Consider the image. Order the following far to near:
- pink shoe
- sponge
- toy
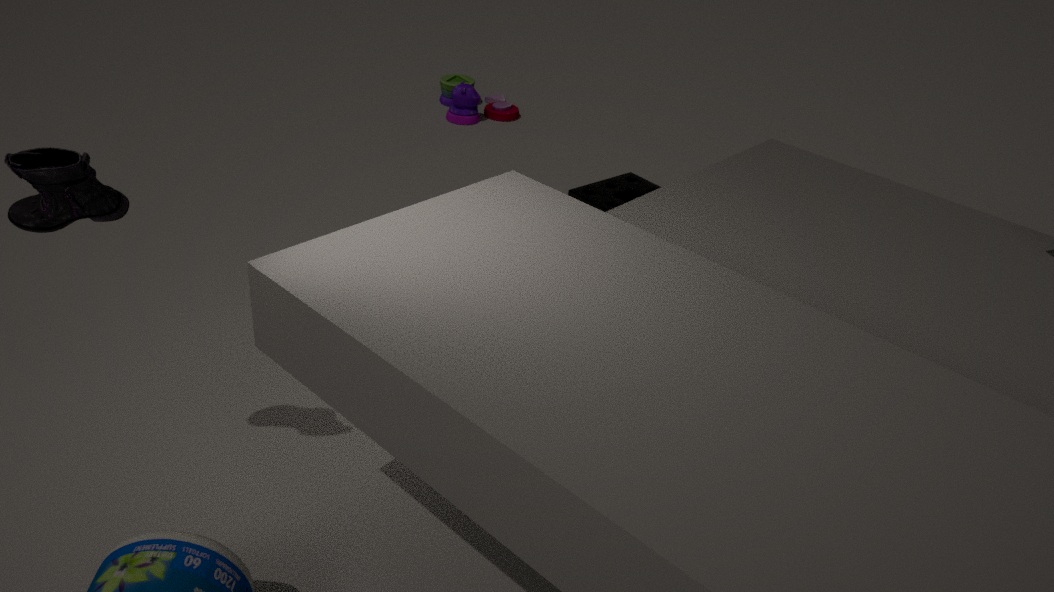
toy, sponge, pink shoe
